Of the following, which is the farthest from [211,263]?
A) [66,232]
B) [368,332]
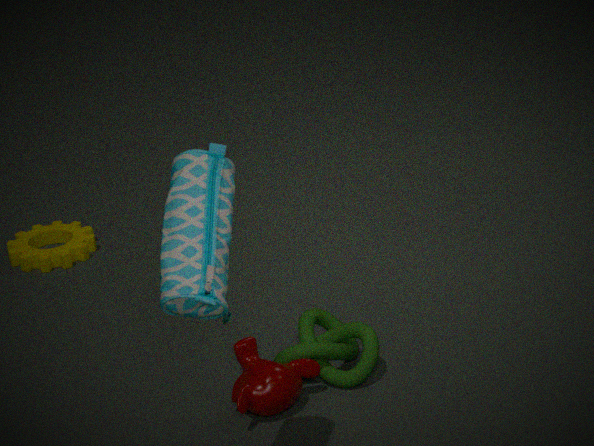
[66,232]
